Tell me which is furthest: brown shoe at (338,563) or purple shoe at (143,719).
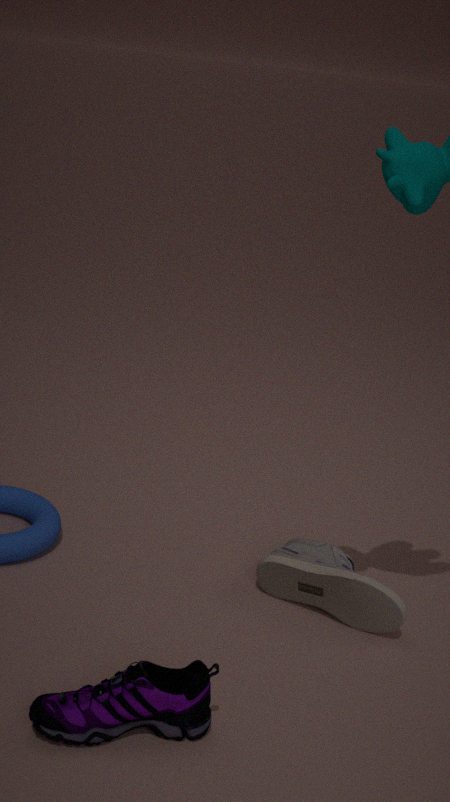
brown shoe at (338,563)
